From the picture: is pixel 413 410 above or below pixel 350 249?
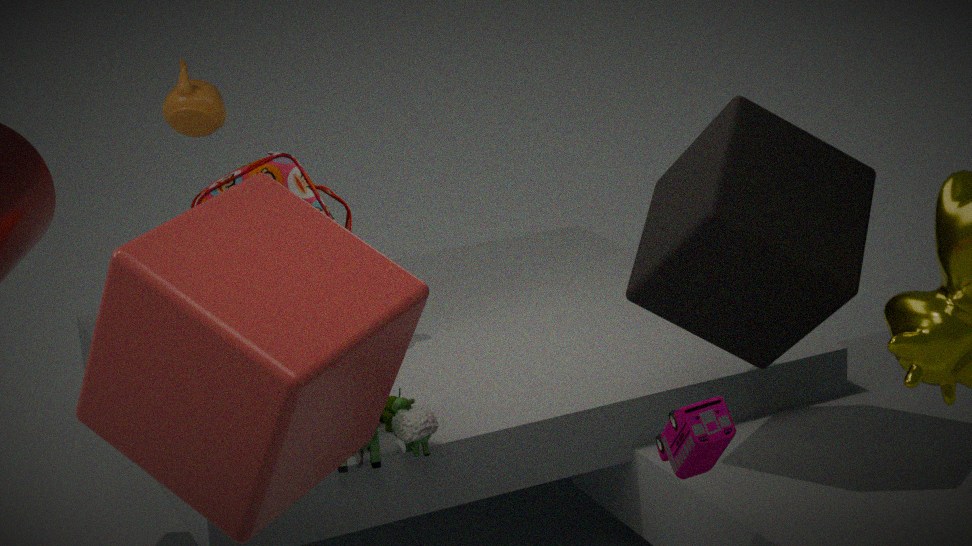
below
